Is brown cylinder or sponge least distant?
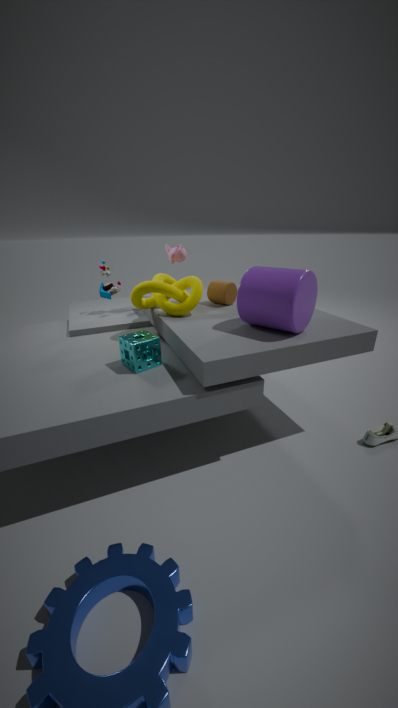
sponge
